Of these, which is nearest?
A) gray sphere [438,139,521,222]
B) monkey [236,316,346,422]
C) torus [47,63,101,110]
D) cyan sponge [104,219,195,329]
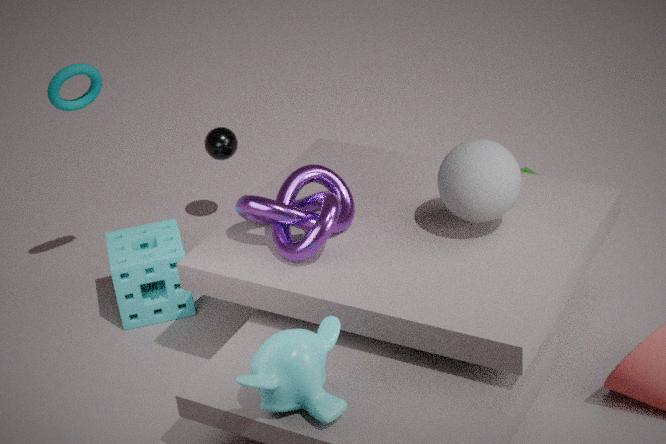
monkey [236,316,346,422]
